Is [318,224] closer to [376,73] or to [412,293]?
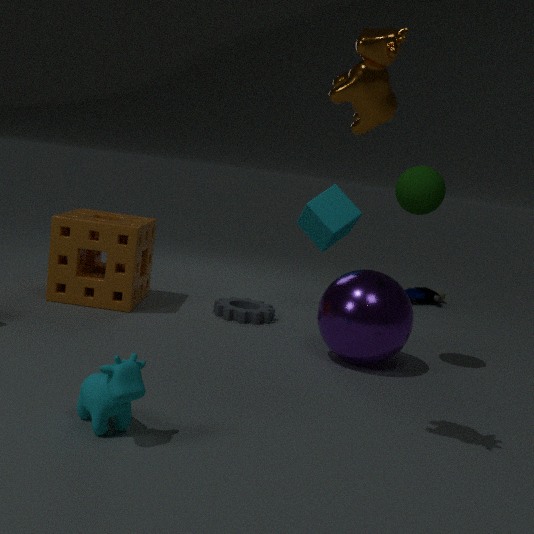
[412,293]
